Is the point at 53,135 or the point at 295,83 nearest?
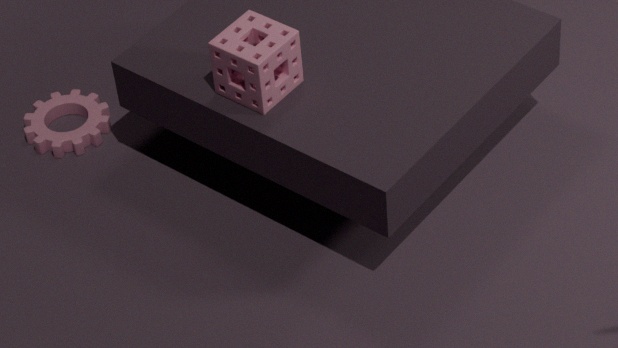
the point at 295,83
